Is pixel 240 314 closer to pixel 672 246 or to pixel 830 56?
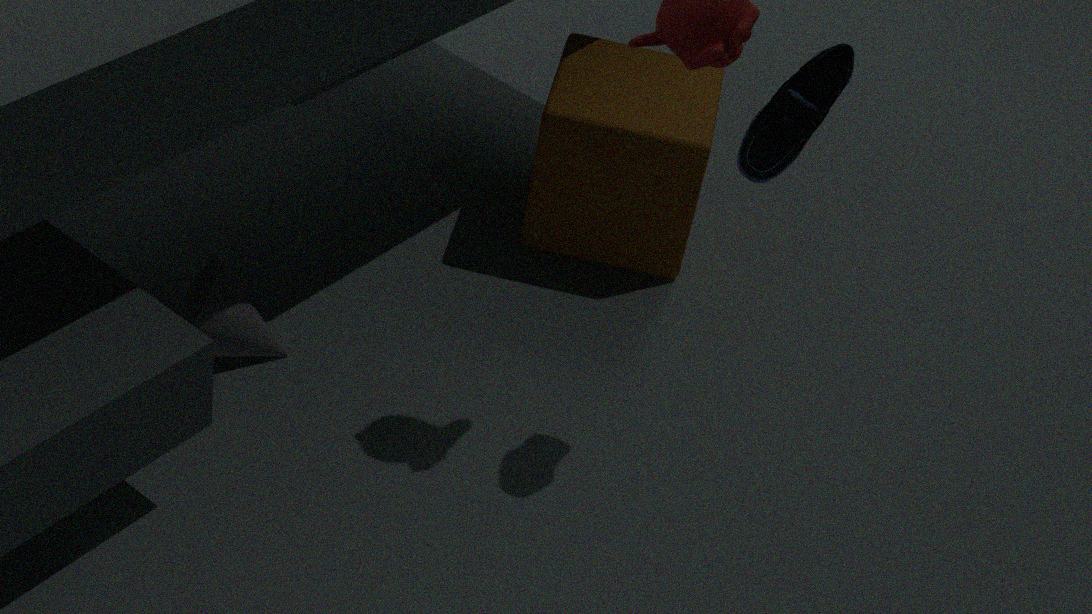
pixel 672 246
